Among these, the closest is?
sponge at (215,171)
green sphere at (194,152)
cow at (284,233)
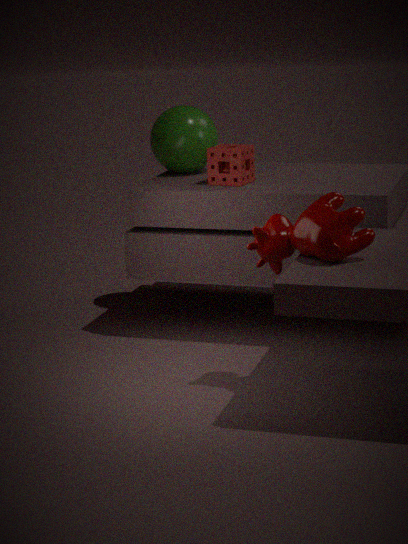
cow at (284,233)
